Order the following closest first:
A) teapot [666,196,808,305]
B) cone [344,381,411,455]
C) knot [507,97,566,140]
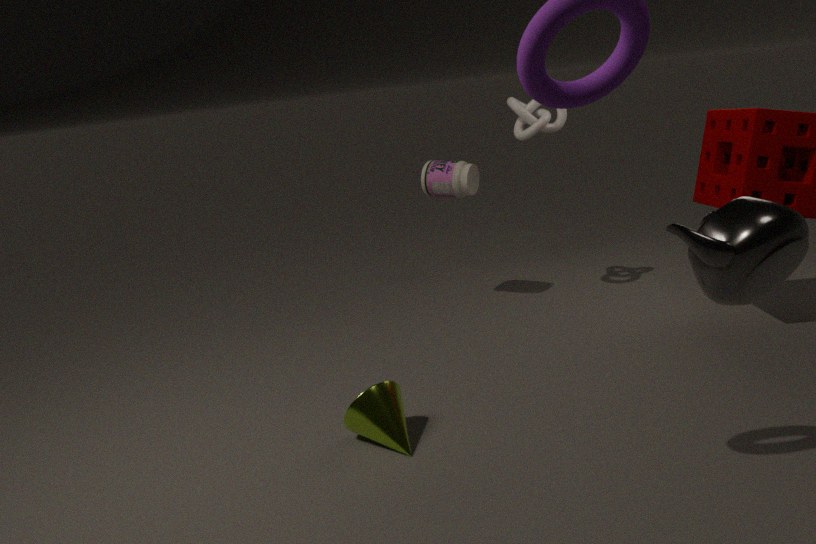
teapot [666,196,808,305] < cone [344,381,411,455] < knot [507,97,566,140]
